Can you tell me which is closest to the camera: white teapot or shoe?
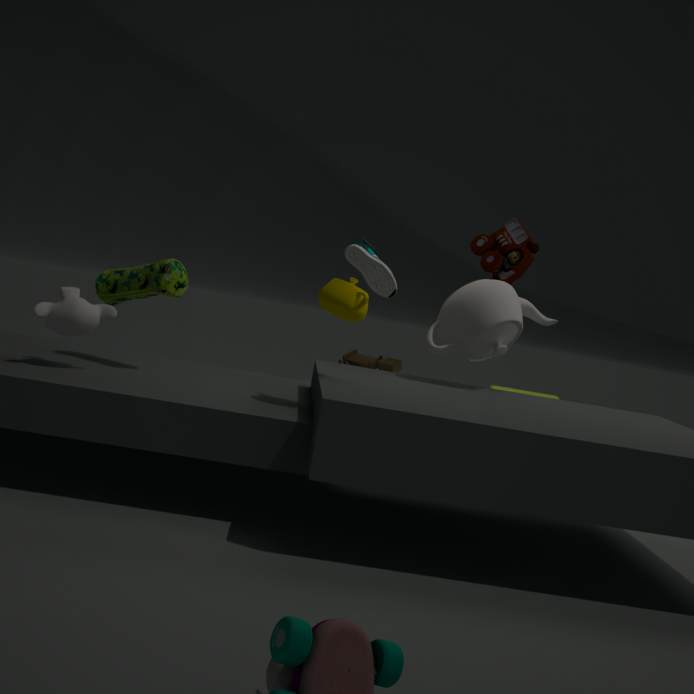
white teapot
